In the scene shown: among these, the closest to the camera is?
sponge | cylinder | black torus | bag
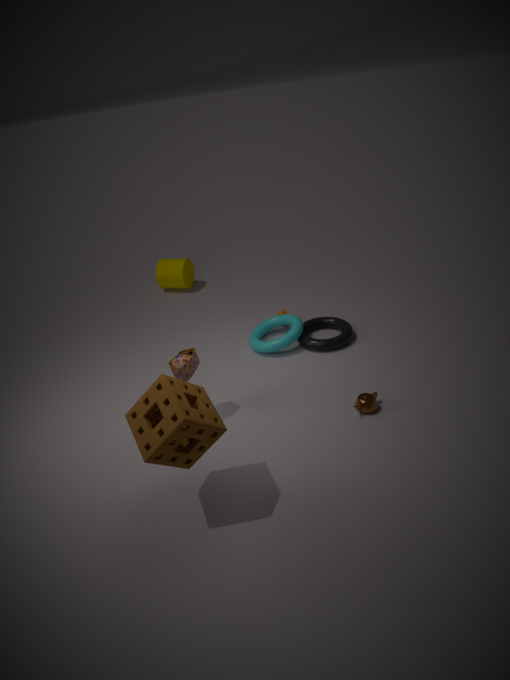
sponge
